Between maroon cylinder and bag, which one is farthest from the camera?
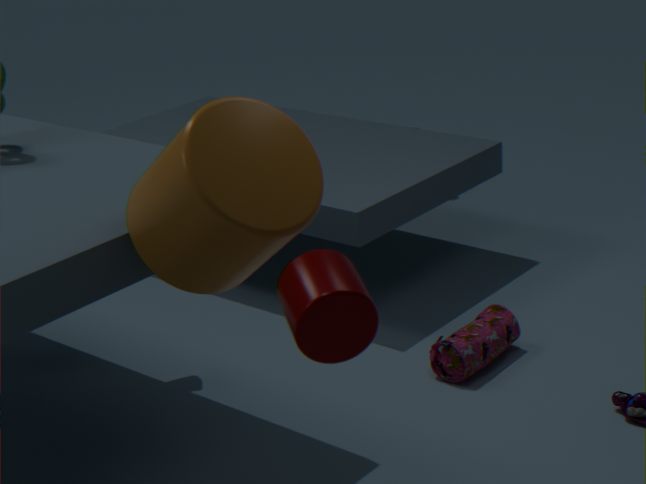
bag
